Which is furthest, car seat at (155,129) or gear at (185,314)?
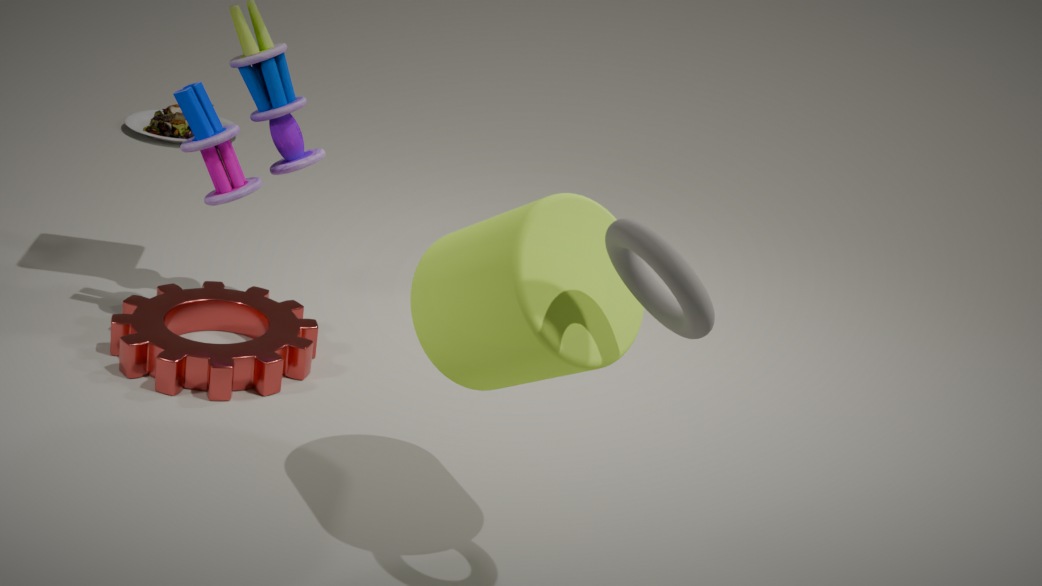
car seat at (155,129)
